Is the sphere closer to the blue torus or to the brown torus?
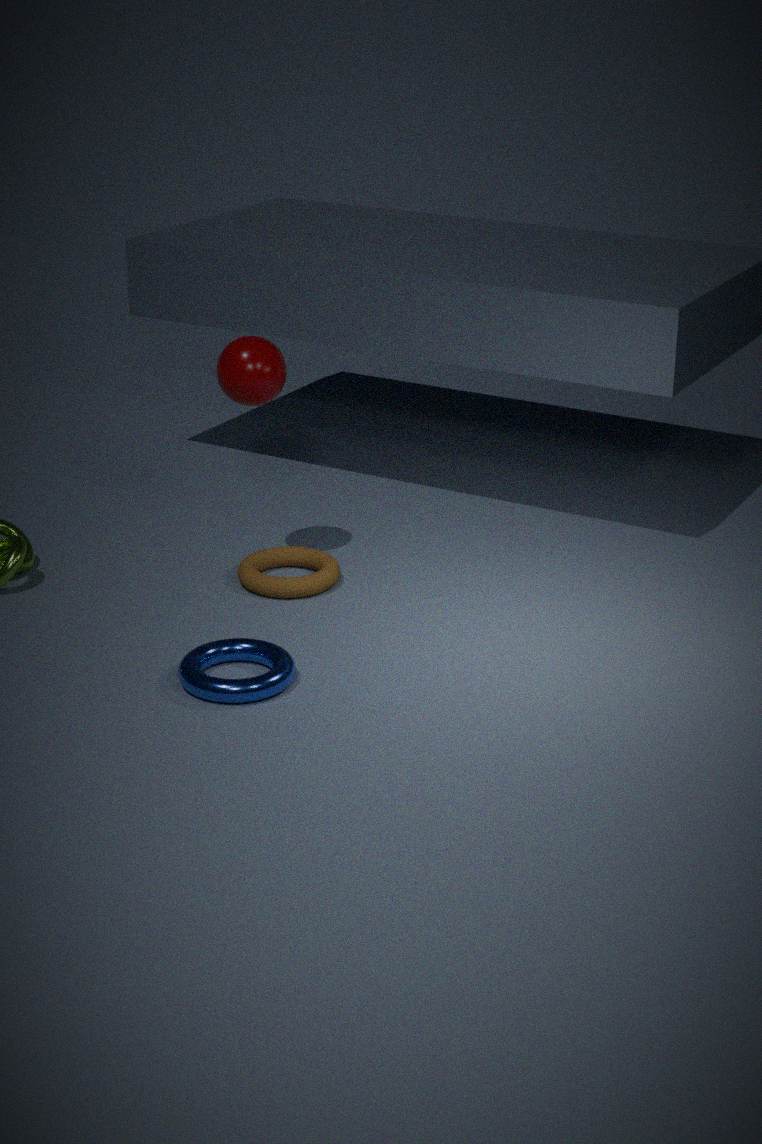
the brown torus
